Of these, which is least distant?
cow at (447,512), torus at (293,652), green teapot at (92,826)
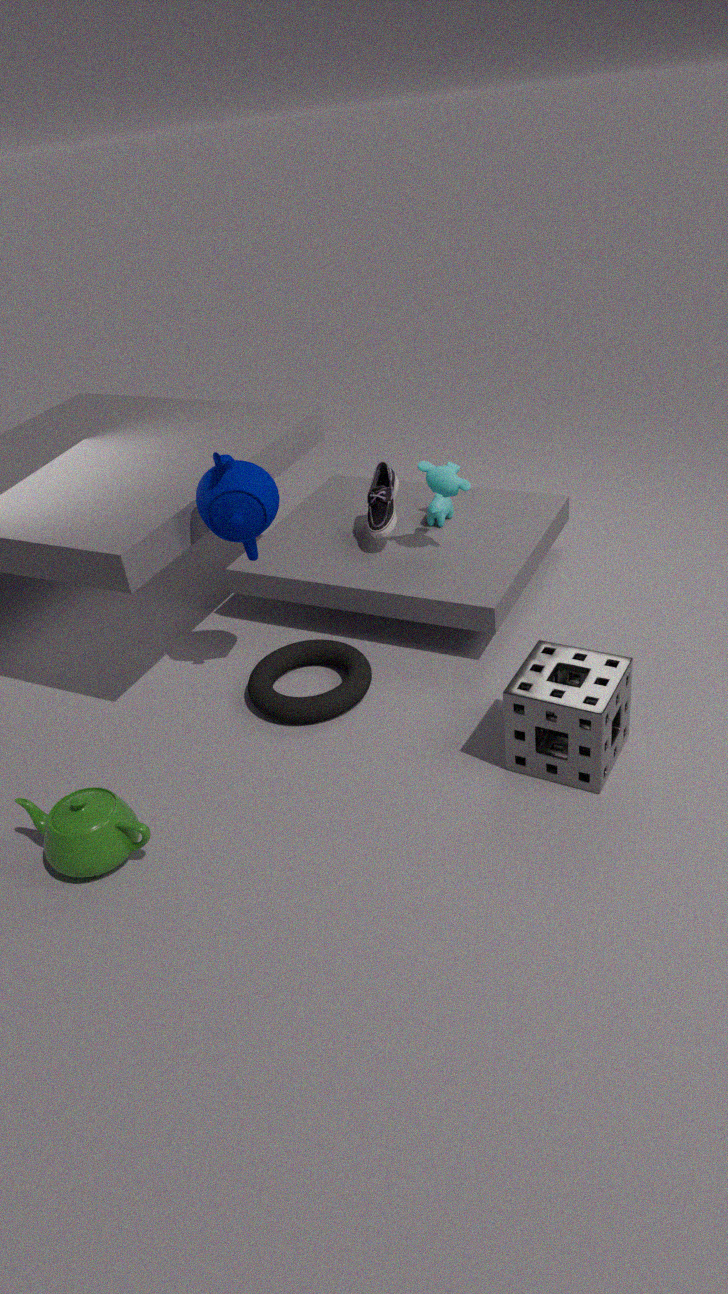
green teapot at (92,826)
